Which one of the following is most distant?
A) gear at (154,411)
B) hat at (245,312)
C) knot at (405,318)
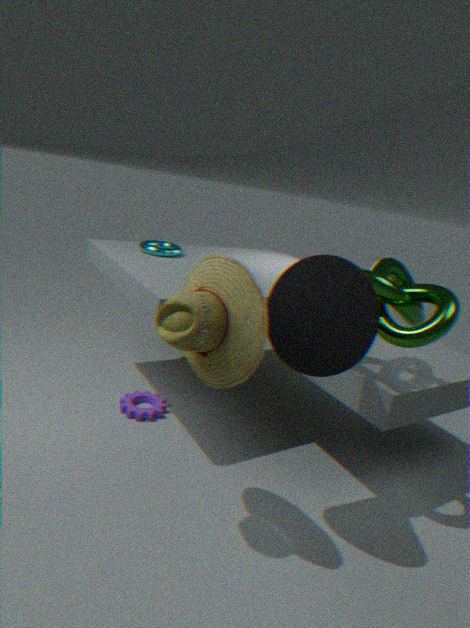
gear at (154,411)
